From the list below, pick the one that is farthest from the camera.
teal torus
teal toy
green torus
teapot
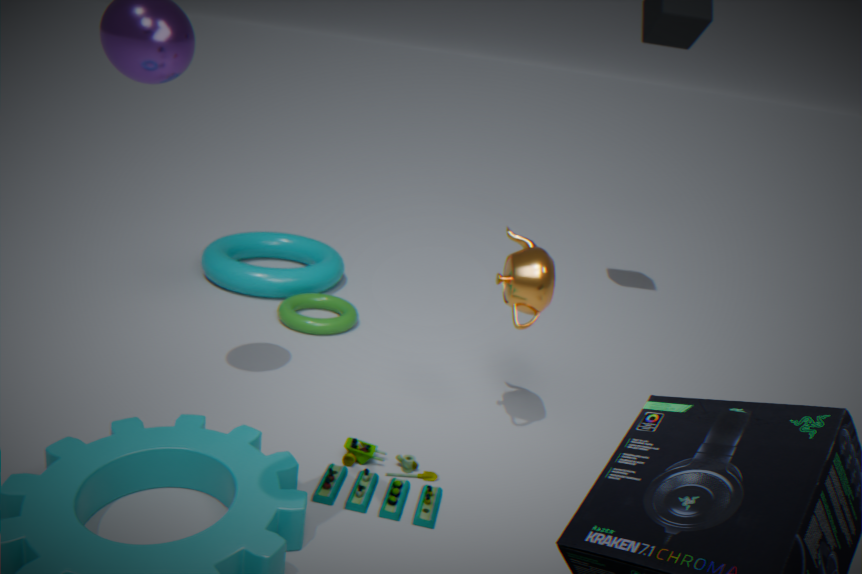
teal torus
